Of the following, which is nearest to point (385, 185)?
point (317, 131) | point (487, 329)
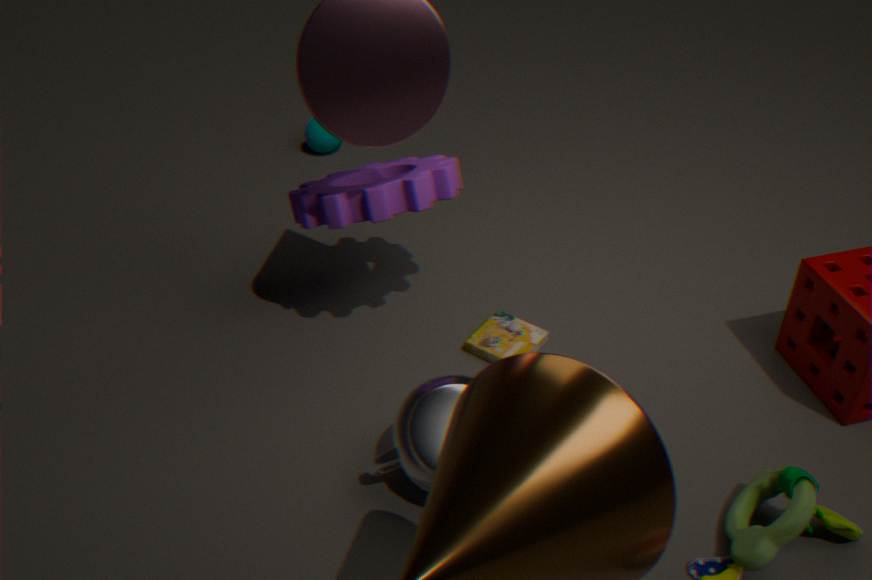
point (487, 329)
